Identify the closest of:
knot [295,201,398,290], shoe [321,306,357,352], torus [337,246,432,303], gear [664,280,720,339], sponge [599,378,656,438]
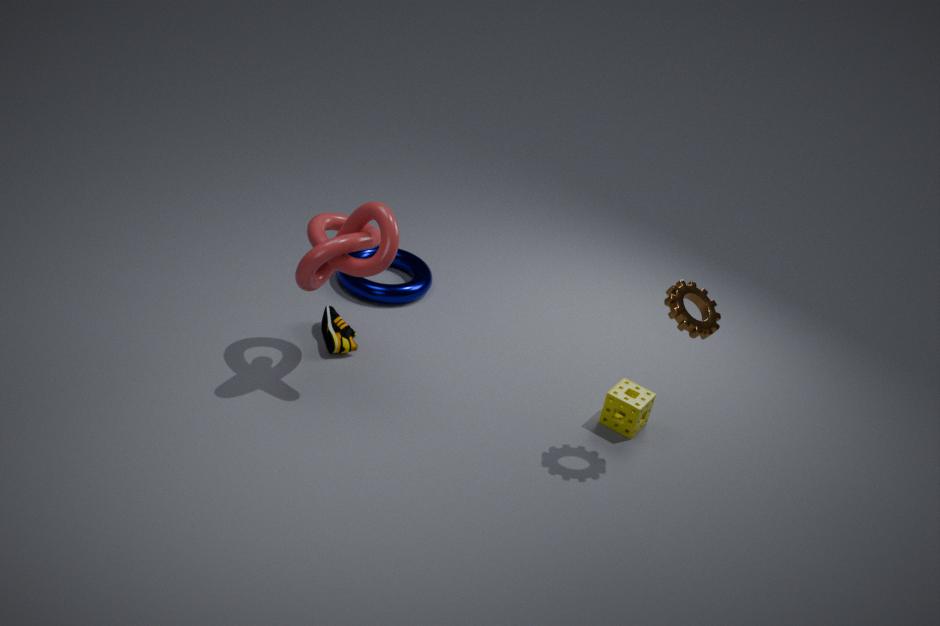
gear [664,280,720,339]
